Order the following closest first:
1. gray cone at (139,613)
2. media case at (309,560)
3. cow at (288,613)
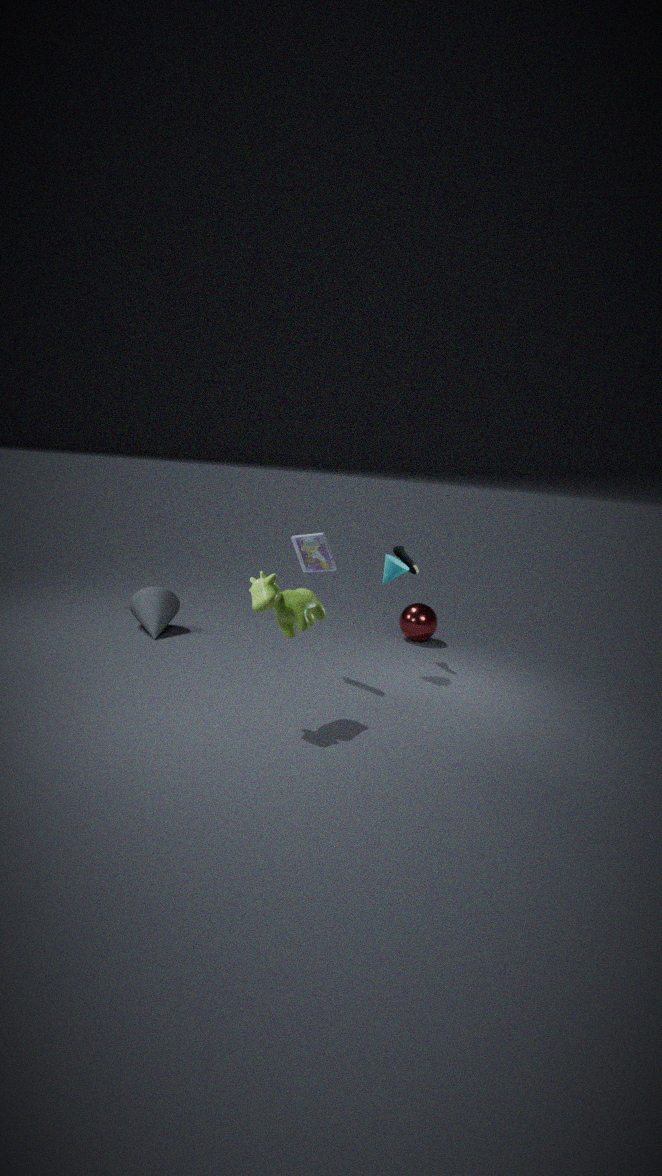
cow at (288,613) < media case at (309,560) < gray cone at (139,613)
